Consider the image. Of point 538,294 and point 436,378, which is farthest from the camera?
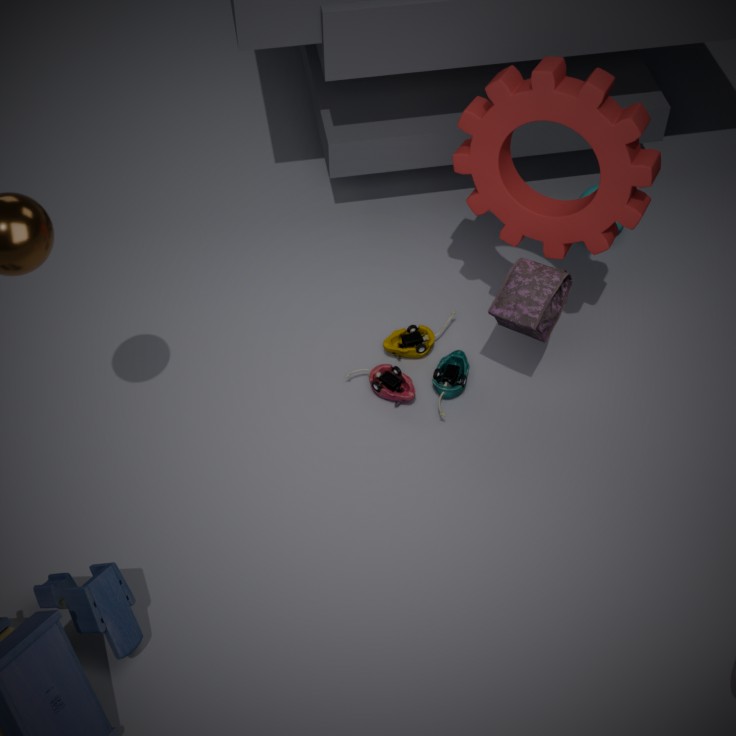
point 436,378
